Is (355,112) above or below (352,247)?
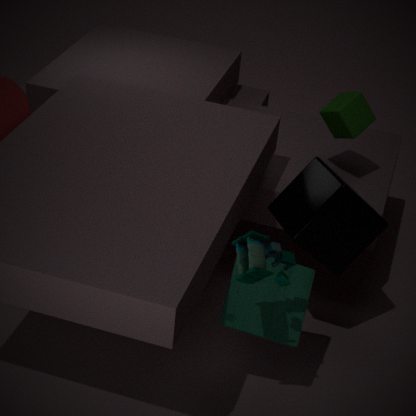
above
